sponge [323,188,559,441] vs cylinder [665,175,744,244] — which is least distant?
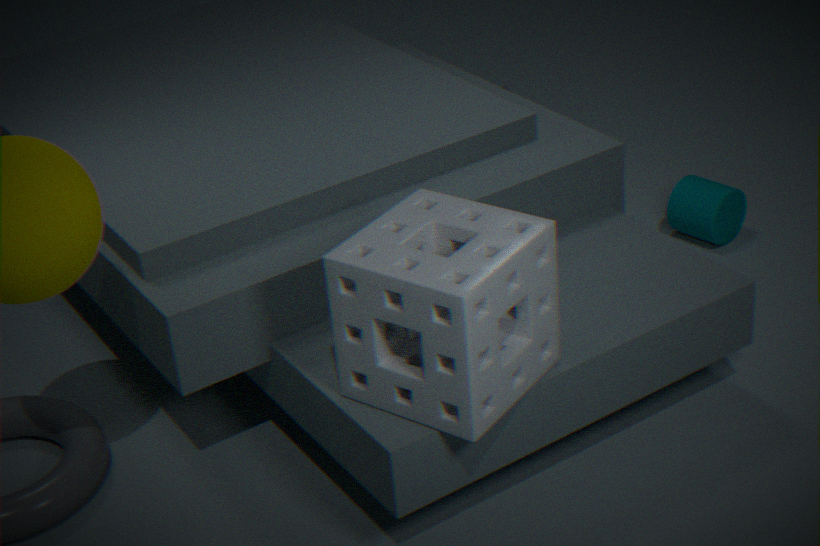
sponge [323,188,559,441]
